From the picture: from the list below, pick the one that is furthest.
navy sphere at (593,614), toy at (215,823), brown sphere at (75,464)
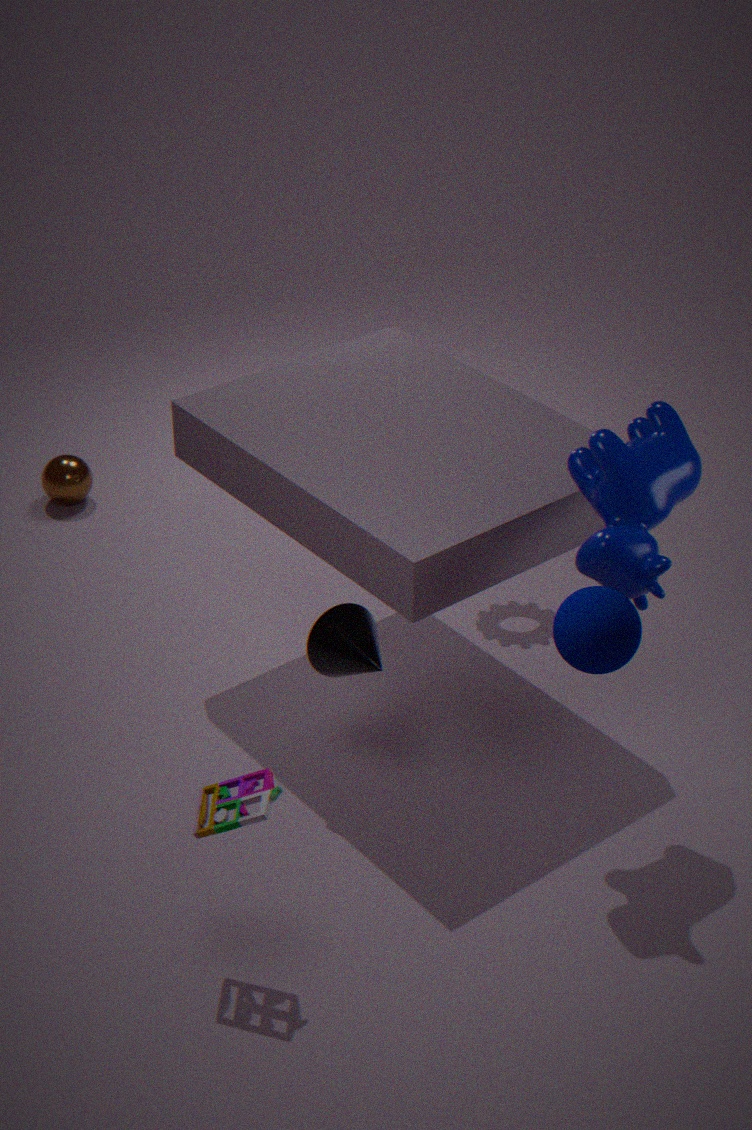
brown sphere at (75,464)
